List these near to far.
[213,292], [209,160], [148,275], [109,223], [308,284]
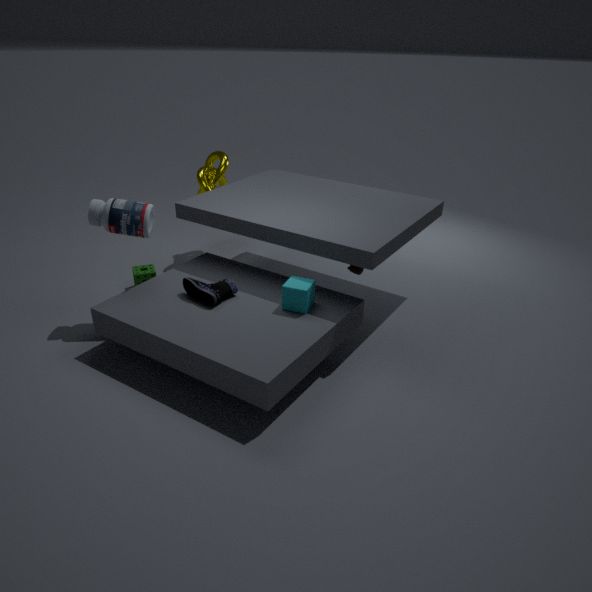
[308,284] < [213,292] < [109,223] < [148,275] < [209,160]
